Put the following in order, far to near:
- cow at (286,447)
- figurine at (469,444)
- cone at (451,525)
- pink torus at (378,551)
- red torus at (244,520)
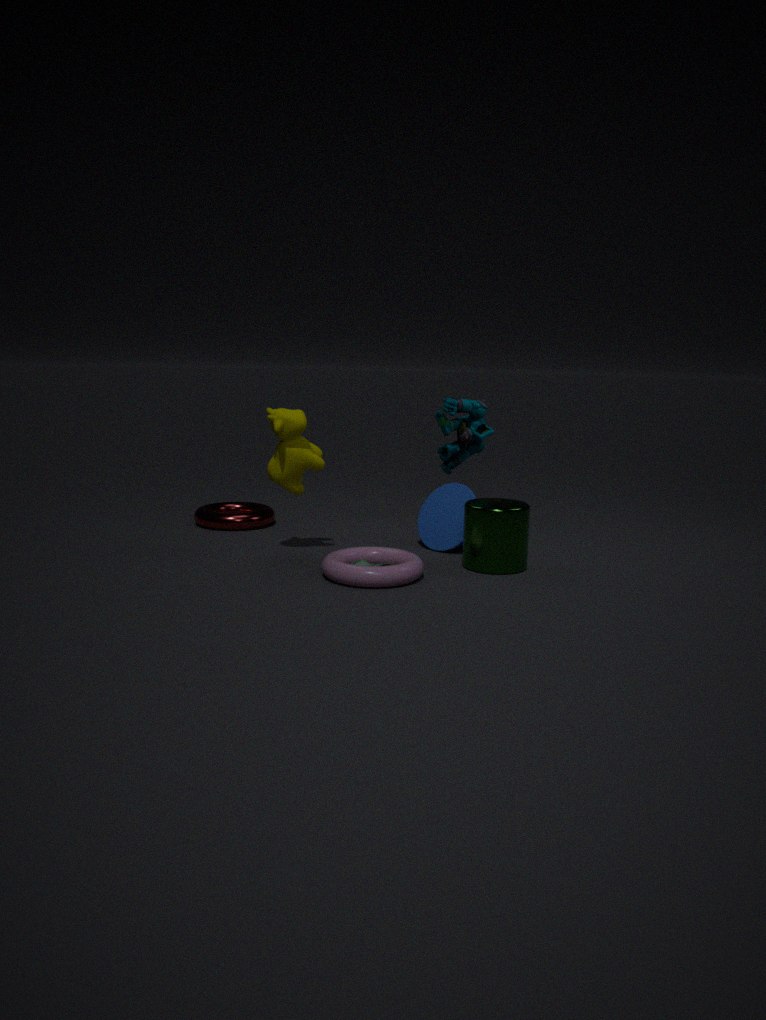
figurine at (469,444) < red torus at (244,520) < cone at (451,525) < cow at (286,447) < pink torus at (378,551)
